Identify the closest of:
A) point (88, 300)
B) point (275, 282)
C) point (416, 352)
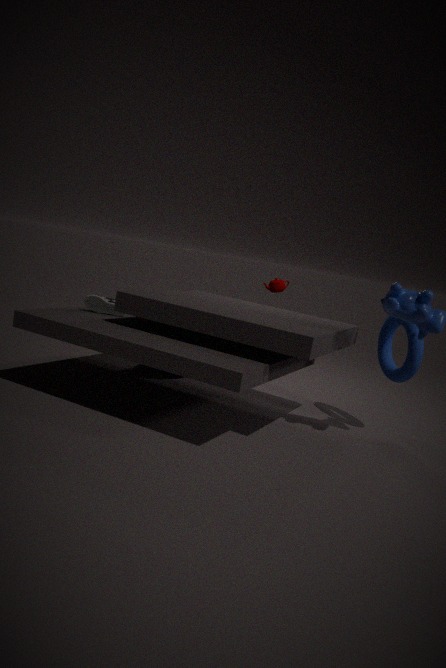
point (416, 352)
